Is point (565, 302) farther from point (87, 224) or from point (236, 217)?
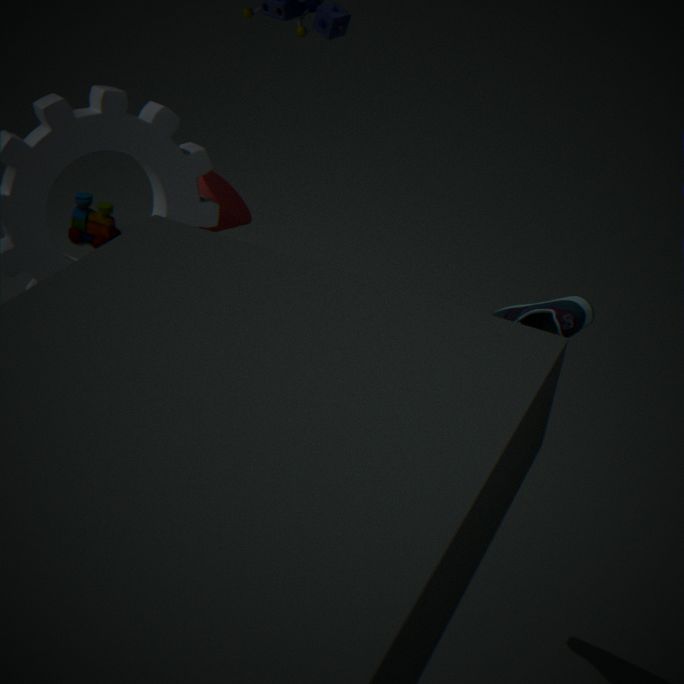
point (87, 224)
